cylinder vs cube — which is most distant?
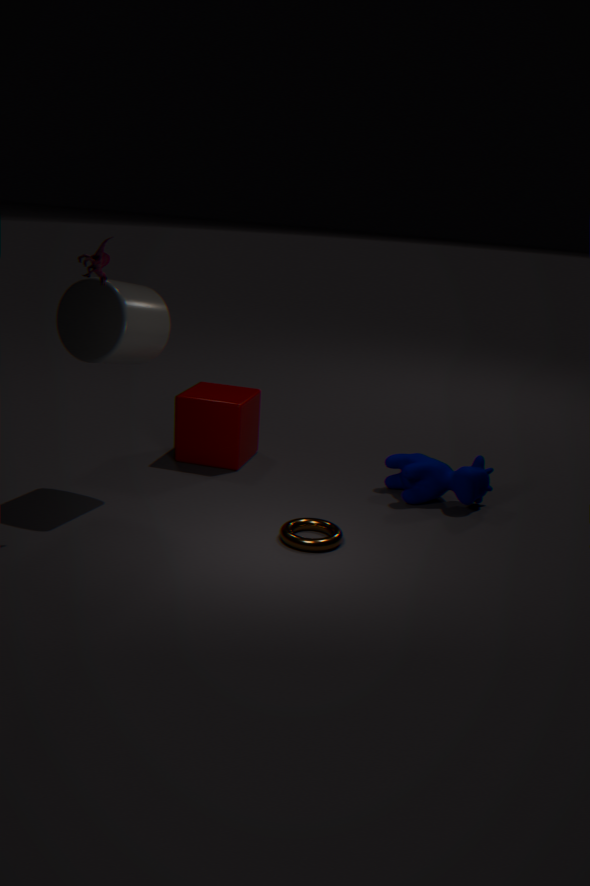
cube
